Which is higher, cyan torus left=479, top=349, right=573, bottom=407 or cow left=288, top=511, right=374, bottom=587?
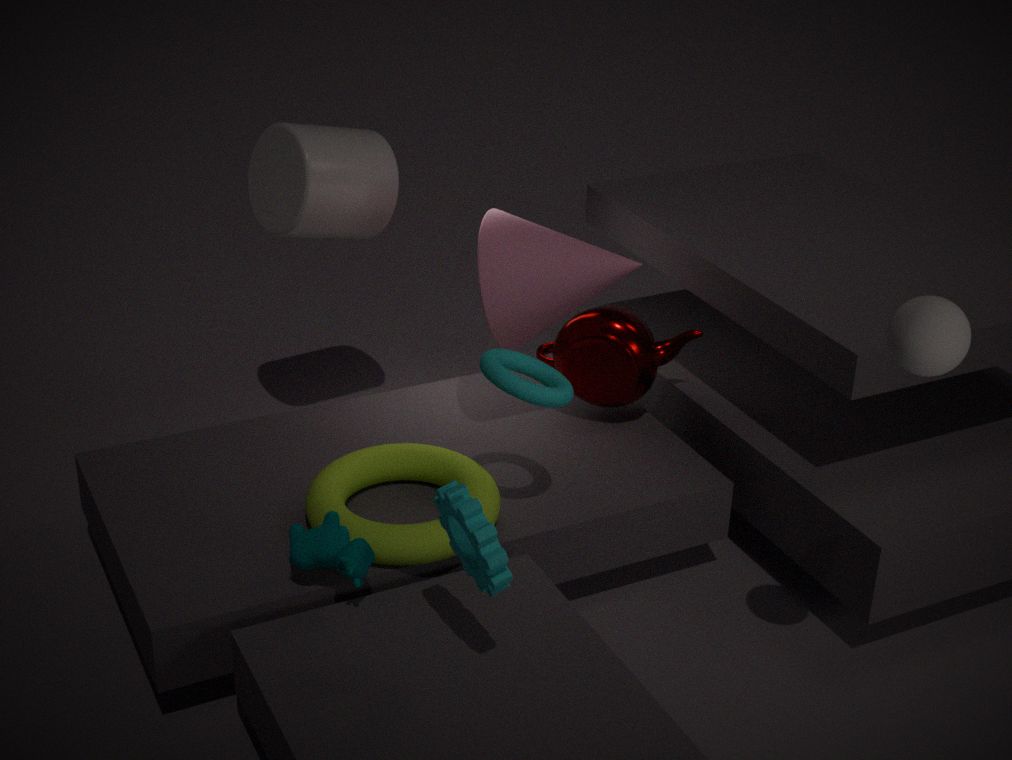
cyan torus left=479, top=349, right=573, bottom=407
